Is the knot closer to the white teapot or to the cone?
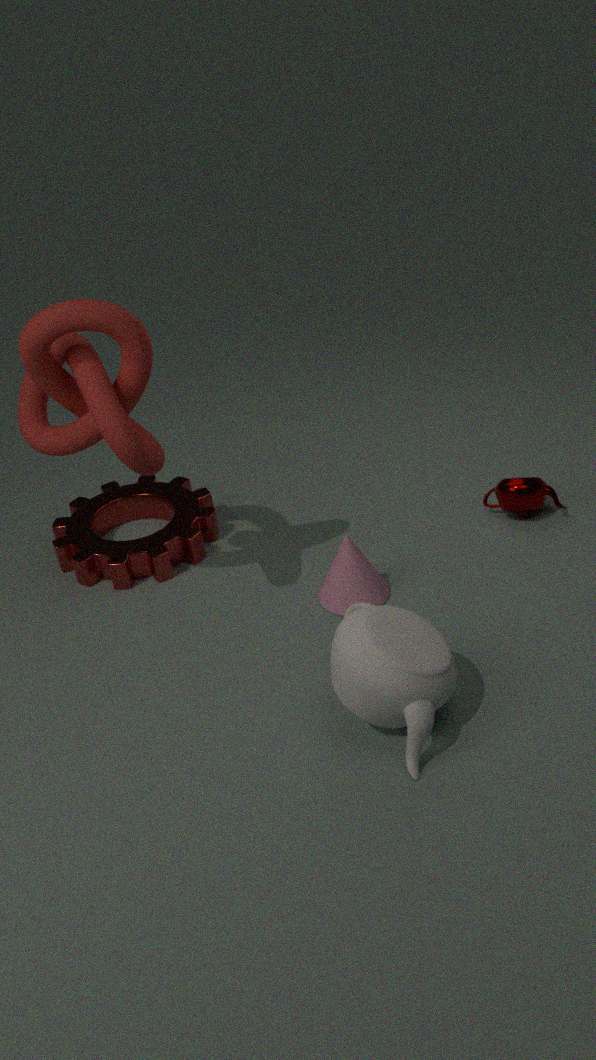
the cone
